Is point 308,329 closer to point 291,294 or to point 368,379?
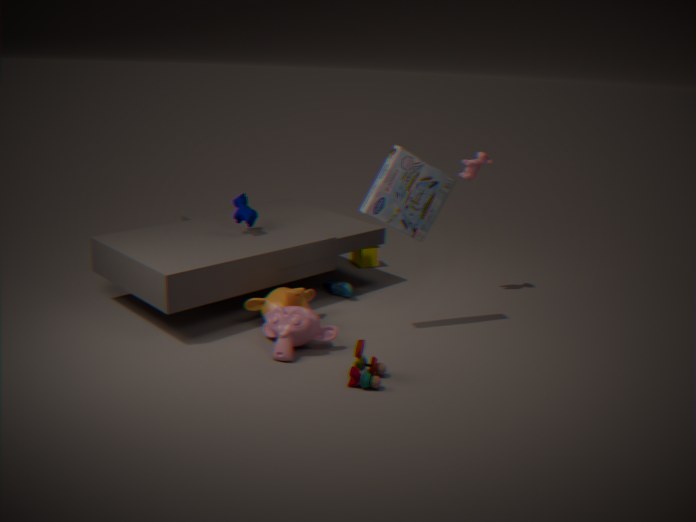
point 291,294
